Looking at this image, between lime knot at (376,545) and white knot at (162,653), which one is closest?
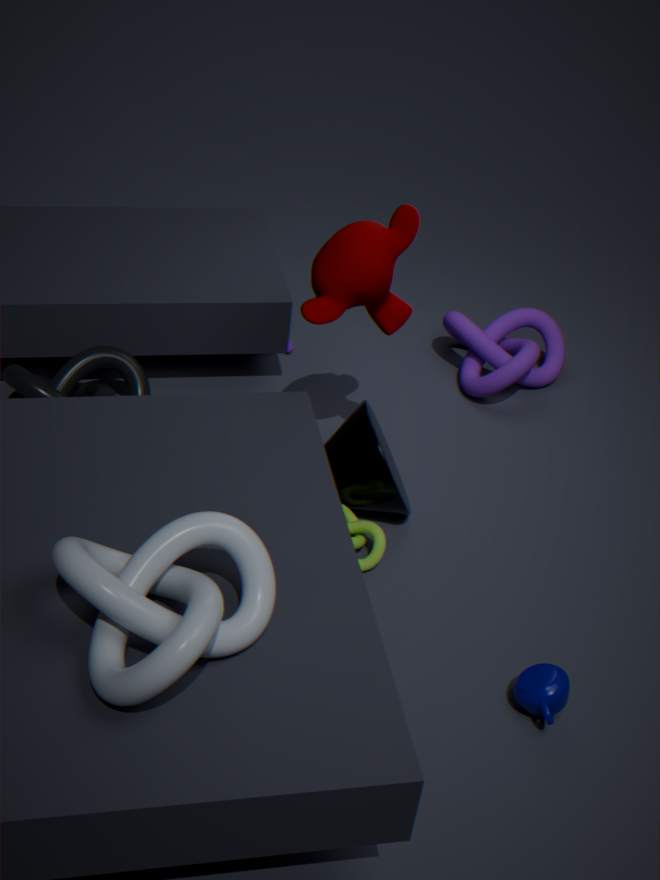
white knot at (162,653)
